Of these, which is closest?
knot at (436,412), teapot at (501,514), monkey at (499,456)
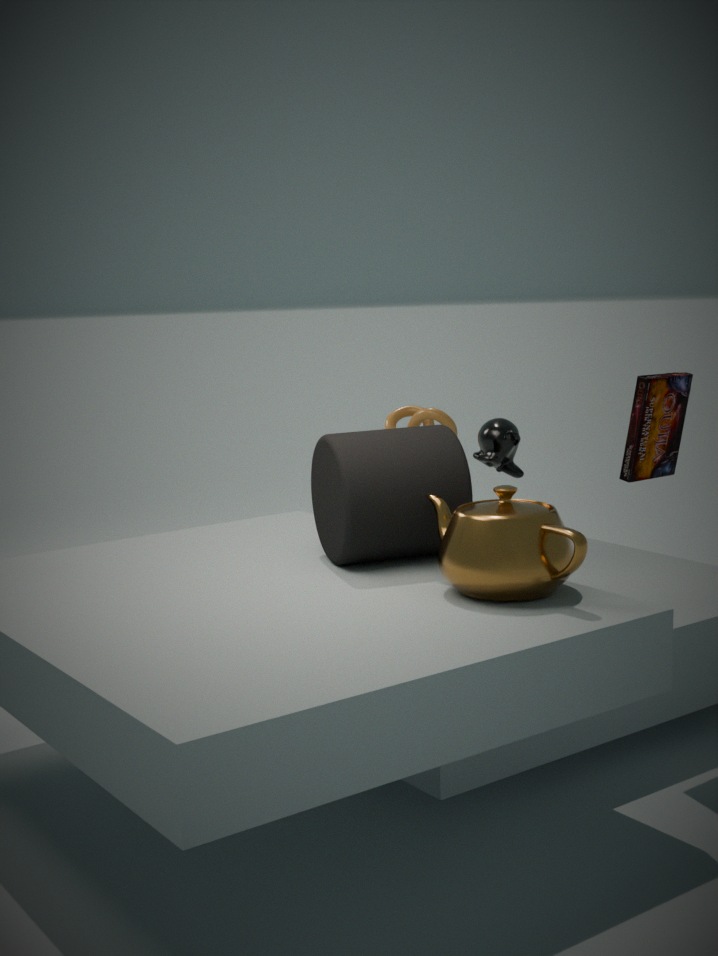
teapot at (501,514)
